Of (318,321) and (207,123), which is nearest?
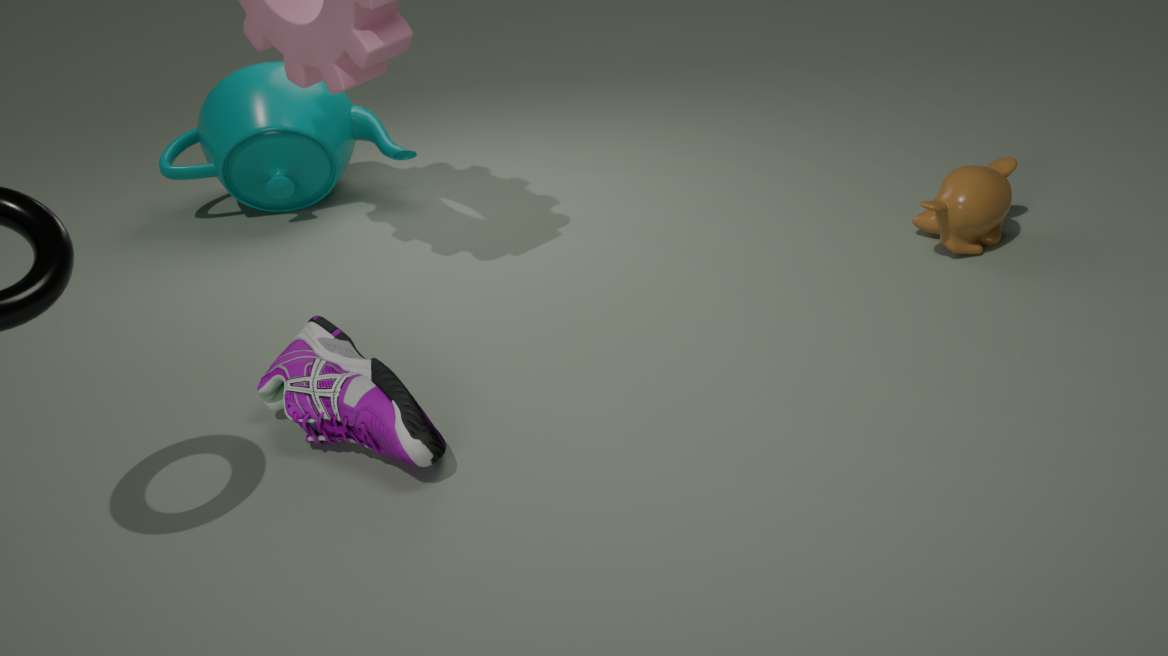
(318,321)
